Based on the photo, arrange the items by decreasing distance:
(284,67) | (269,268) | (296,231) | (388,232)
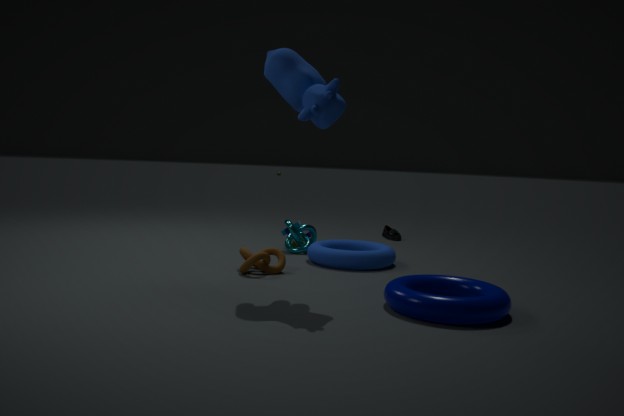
1. (388,232)
2. (296,231)
3. (269,268)
4. (284,67)
